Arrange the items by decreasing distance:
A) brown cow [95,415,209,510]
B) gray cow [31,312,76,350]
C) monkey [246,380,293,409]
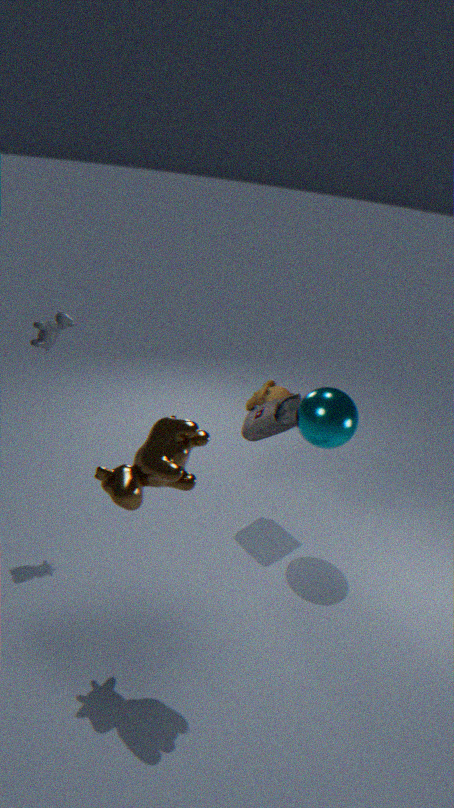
1. monkey [246,380,293,409]
2. gray cow [31,312,76,350]
3. brown cow [95,415,209,510]
